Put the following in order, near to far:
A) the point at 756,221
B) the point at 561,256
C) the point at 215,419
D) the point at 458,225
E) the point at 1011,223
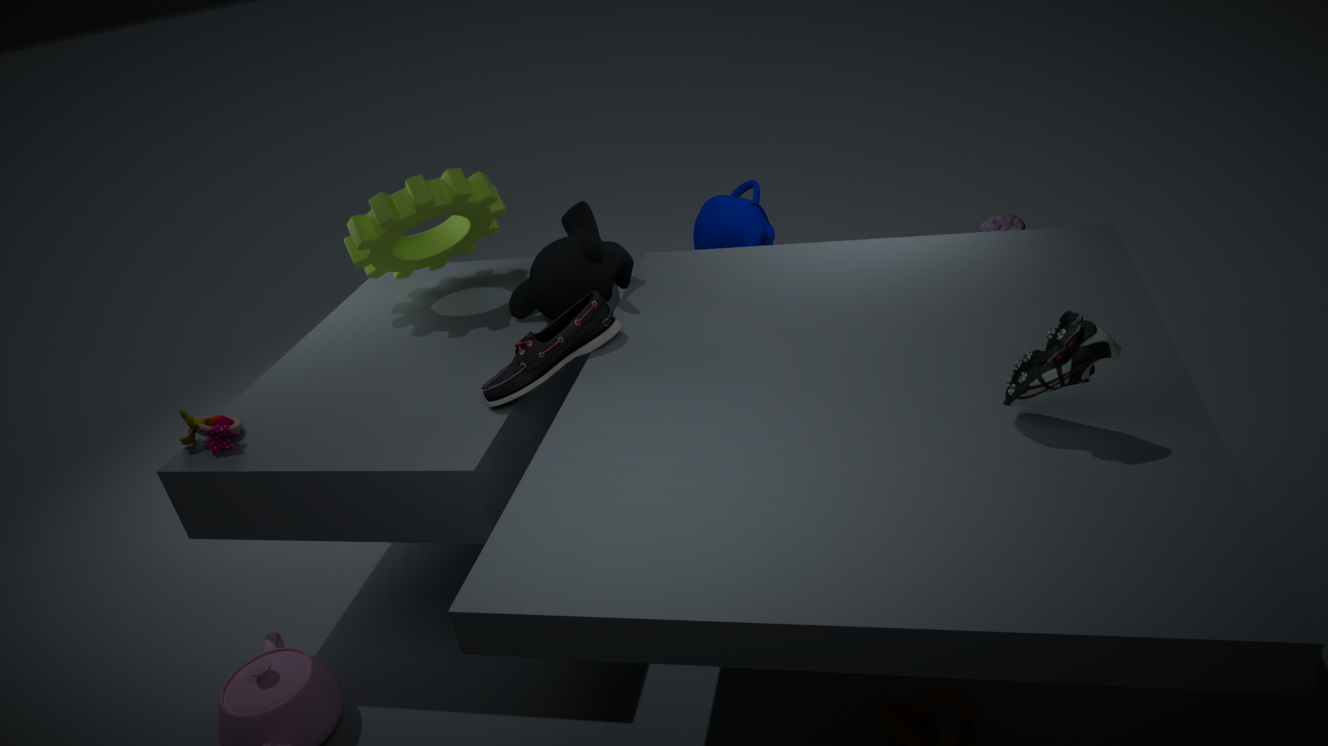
the point at 215,419 < the point at 561,256 < the point at 1011,223 < the point at 756,221 < the point at 458,225
